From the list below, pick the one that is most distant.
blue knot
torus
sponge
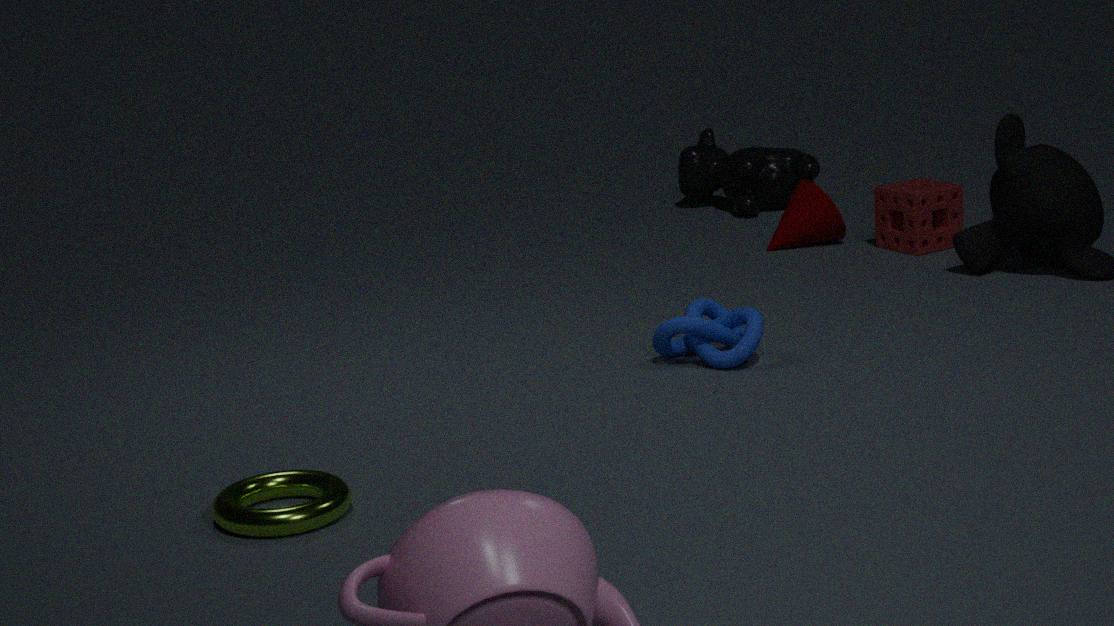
sponge
